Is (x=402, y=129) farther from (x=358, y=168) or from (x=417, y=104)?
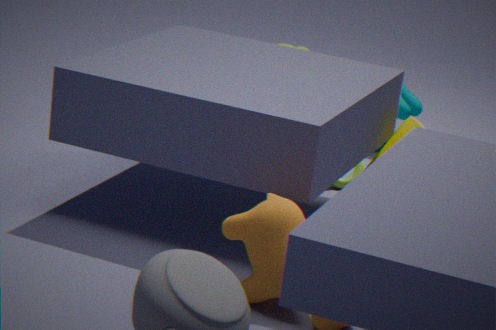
(x=417, y=104)
